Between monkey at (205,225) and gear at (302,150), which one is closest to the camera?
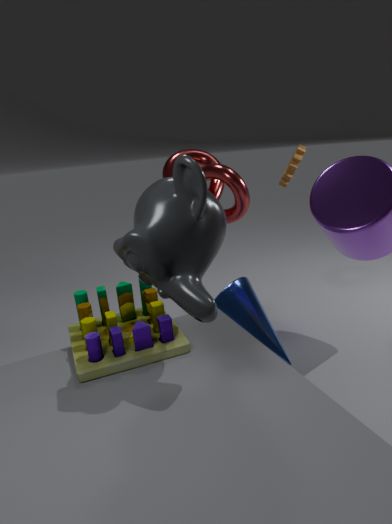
monkey at (205,225)
